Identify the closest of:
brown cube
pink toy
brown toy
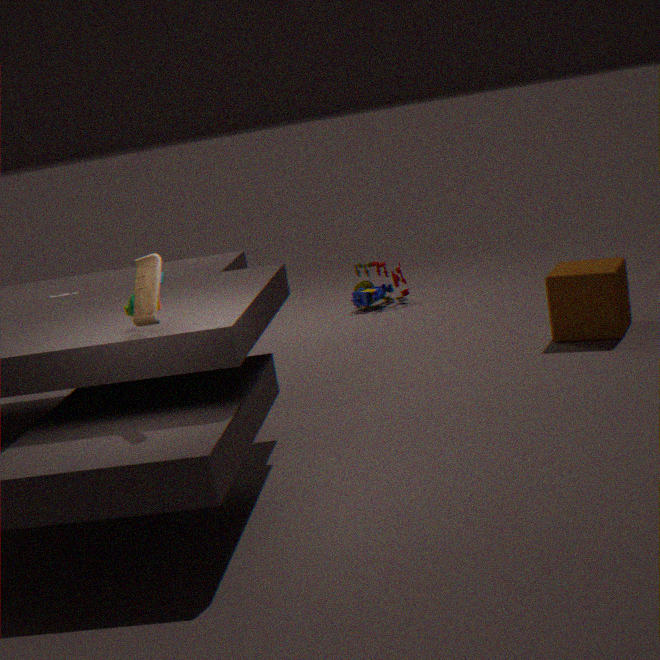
brown toy
